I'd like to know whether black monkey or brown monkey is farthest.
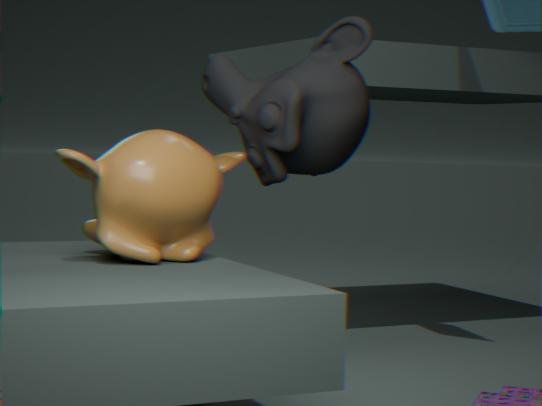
brown monkey
